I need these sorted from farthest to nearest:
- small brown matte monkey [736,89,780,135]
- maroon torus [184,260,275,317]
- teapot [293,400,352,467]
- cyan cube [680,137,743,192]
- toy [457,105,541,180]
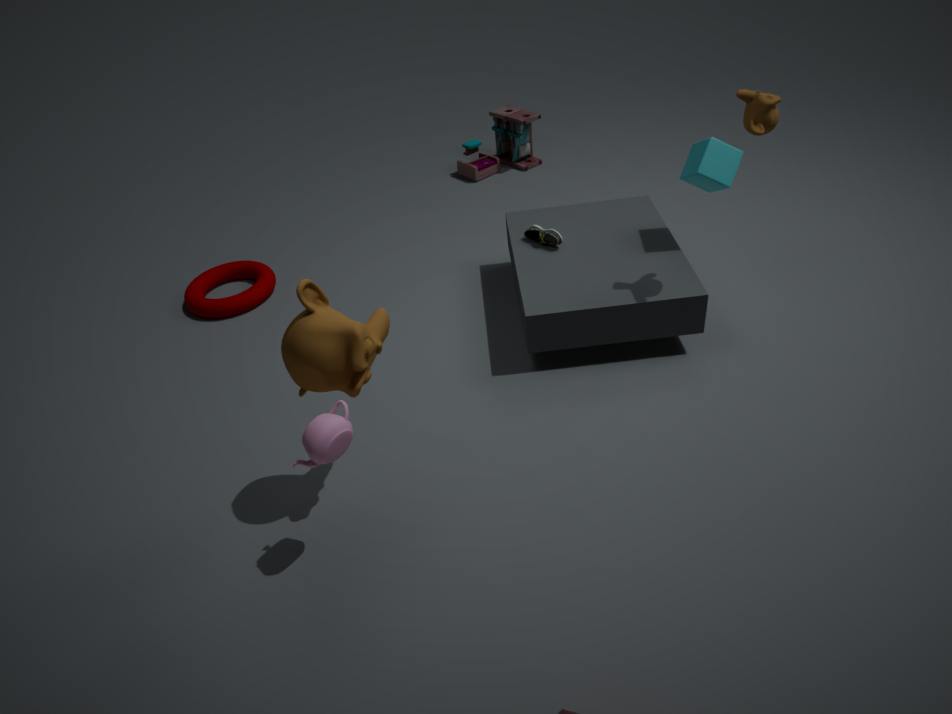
toy [457,105,541,180], maroon torus [184,260,275,317], cyan cube [680,137,743,192], small brown matte monkey [736,89,780,135], teapot [293,400,352,467]
